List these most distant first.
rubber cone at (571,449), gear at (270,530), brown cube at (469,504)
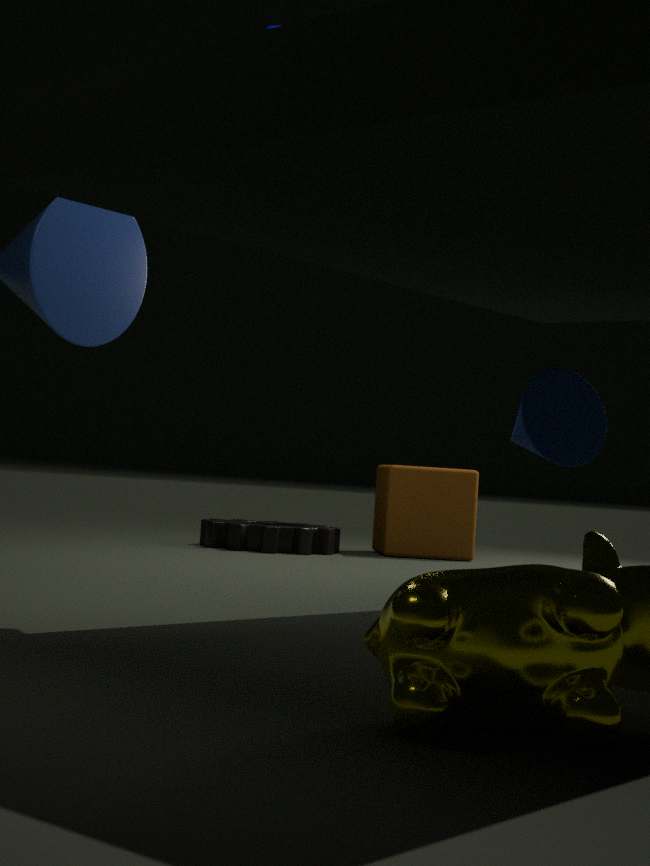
brown cube at (469,504) < gear at (270,530) < rubber cone at (571,449)
